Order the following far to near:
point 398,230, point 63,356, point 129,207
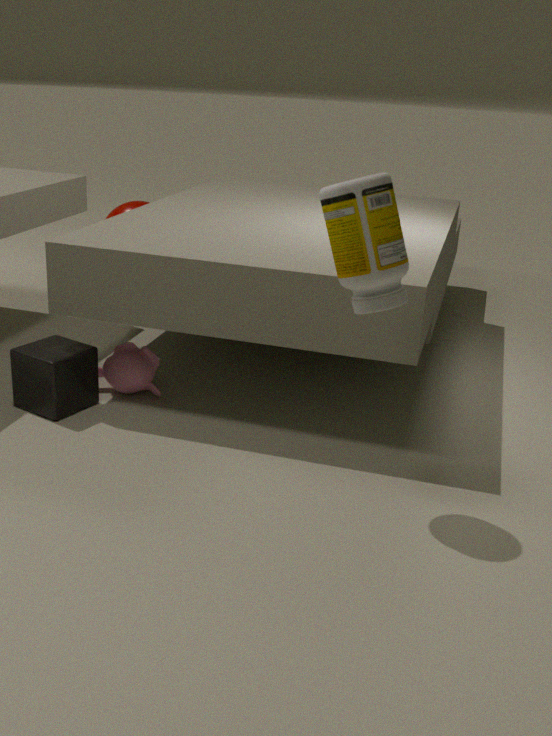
point 129,207 → point 63,356 → point 398,230
